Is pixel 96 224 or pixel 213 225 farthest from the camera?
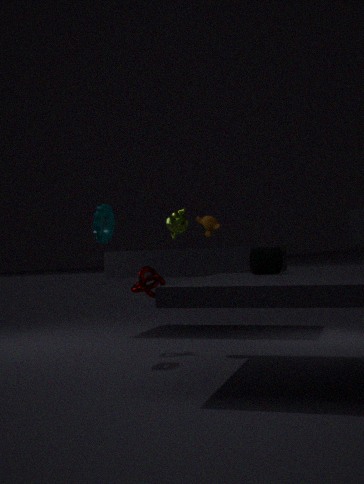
pixel 213 225
